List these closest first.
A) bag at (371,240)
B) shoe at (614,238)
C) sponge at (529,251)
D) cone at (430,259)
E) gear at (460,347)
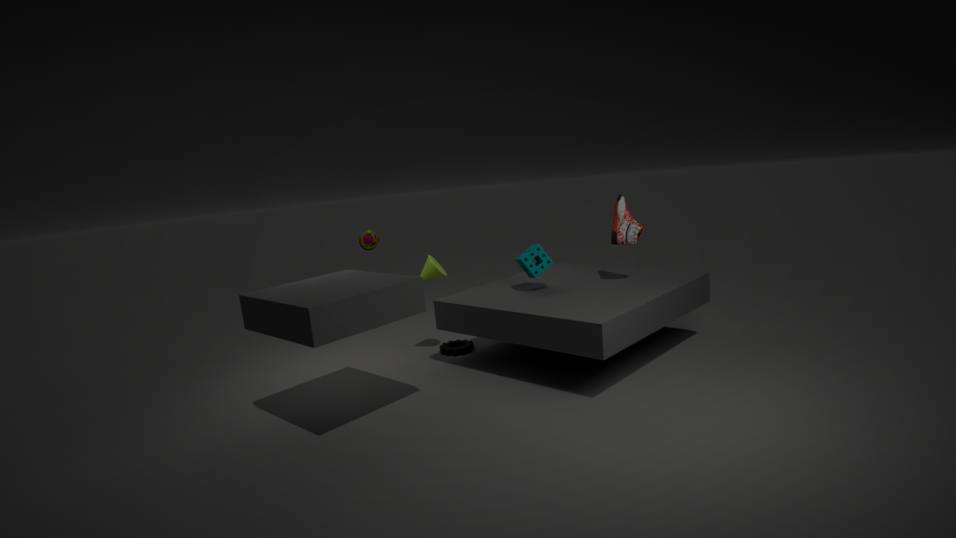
sponge at (529,251) → shoe at (614,238) → cone at (430,259) → gear at (460,347) → bag at (371,240)
